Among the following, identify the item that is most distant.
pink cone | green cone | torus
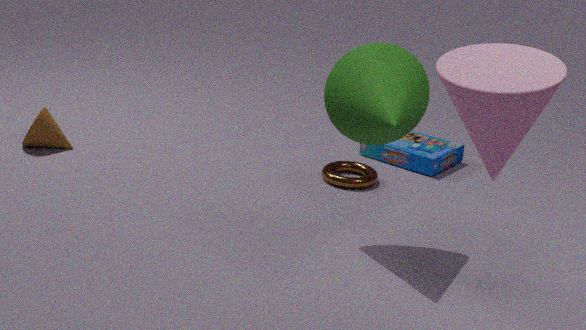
torus
